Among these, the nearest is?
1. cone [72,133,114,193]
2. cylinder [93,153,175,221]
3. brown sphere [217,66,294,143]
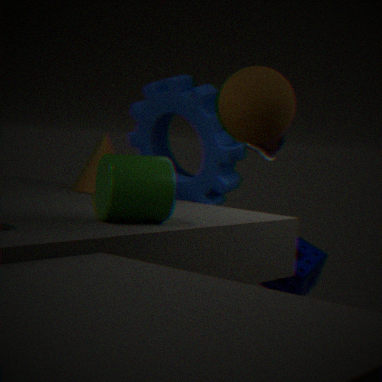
brown sphere [217,66,294,143]
